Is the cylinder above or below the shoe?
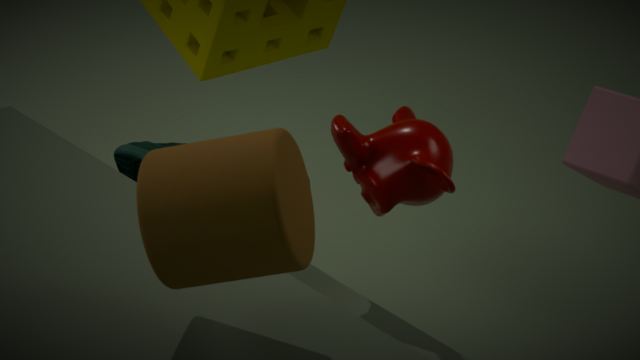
above
